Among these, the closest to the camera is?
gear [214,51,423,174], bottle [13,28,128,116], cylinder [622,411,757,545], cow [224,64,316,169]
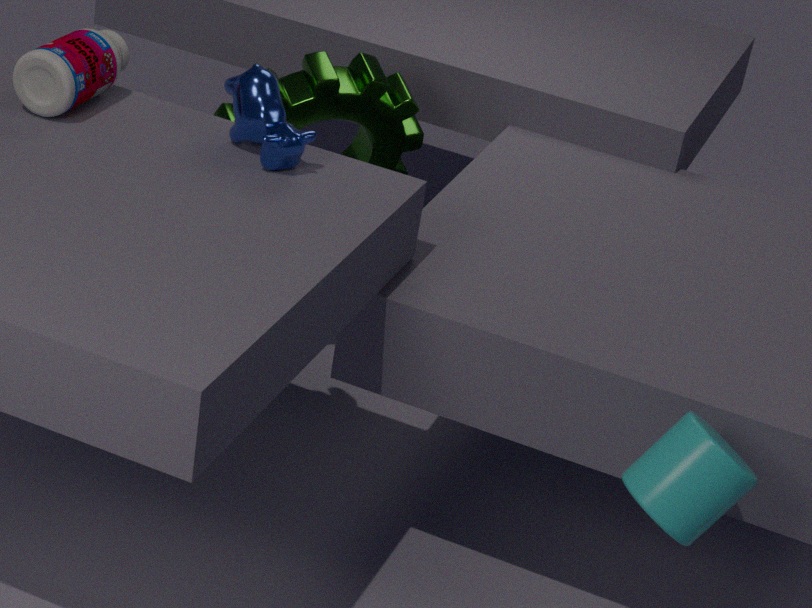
cylinder [622,411,757,545]
